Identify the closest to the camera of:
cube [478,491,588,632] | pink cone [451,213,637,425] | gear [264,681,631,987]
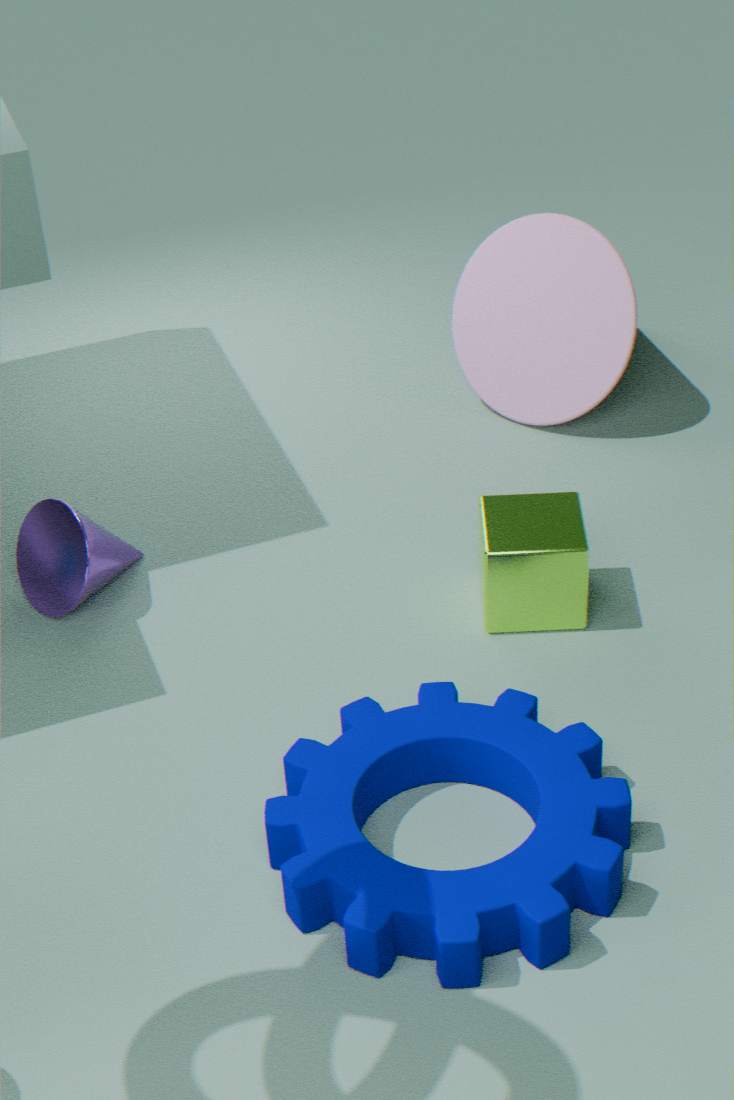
gear [264,681,631,987]
